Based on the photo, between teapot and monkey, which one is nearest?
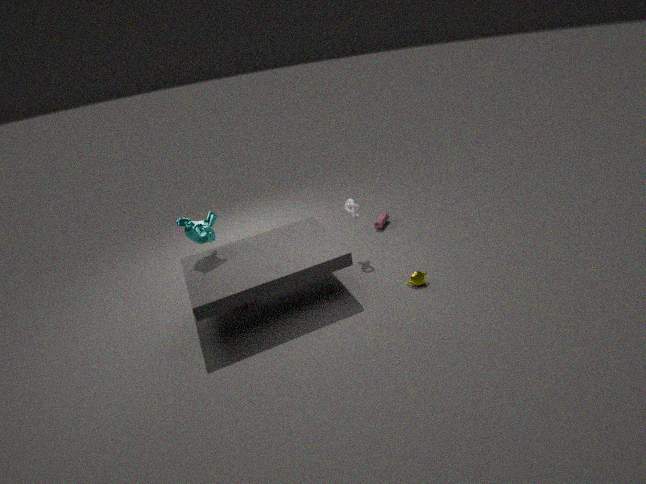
monkey
